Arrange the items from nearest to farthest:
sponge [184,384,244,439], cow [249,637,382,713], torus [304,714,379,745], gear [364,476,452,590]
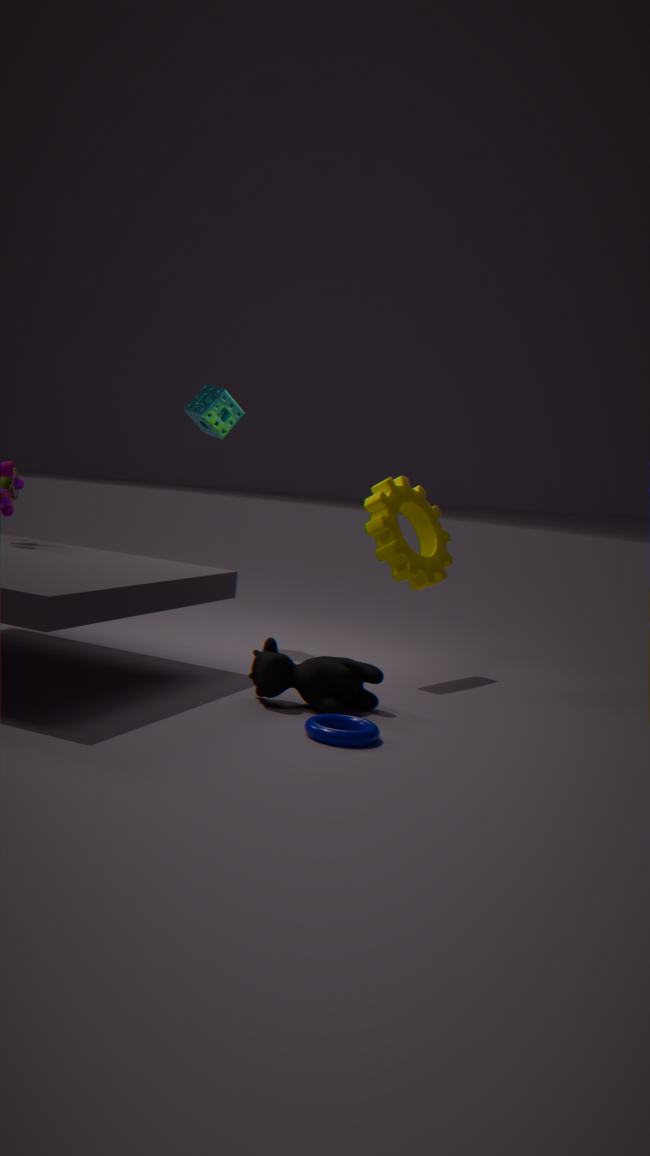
torus [304,714,379,745] → cow [249,637,382,713] → gear [364,476,452,590] → sponge [184,384,244,439]
